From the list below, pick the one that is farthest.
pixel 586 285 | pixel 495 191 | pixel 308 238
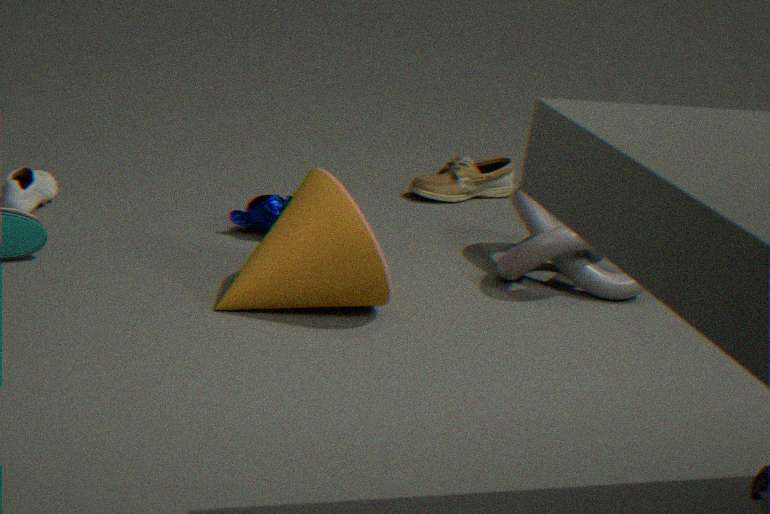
pixel 495 191
